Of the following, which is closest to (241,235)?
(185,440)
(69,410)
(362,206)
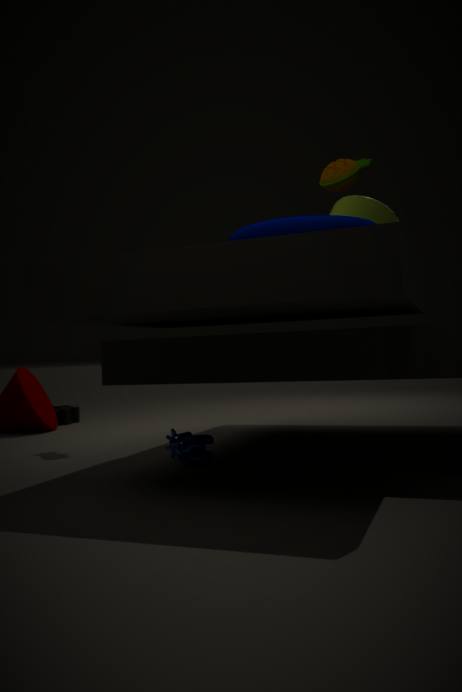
(185,440)
